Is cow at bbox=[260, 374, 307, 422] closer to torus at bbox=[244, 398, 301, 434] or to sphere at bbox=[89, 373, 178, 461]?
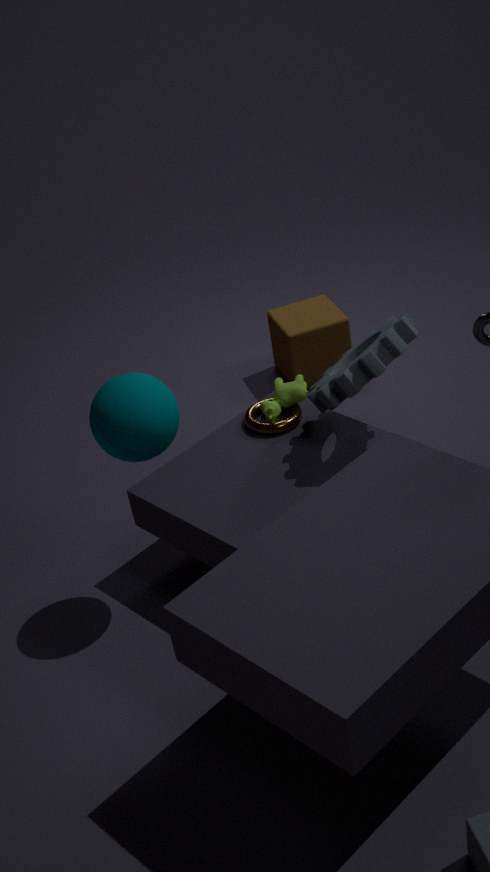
torus at bbox=[244, 398, 301, 434]
